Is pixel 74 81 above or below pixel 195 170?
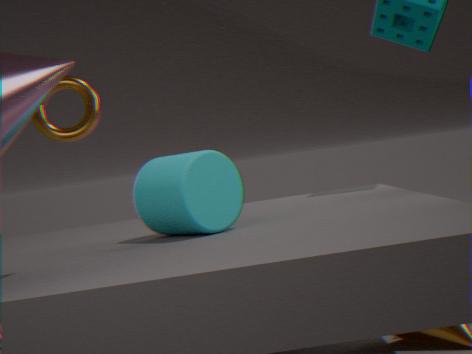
above
